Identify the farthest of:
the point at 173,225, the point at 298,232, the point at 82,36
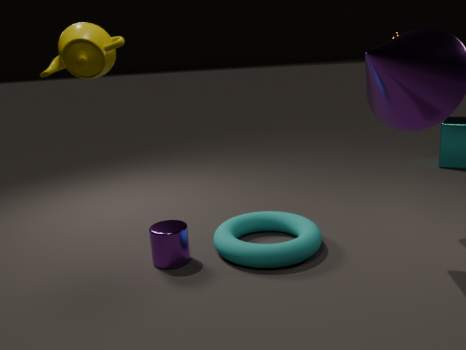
the point at 298,232
